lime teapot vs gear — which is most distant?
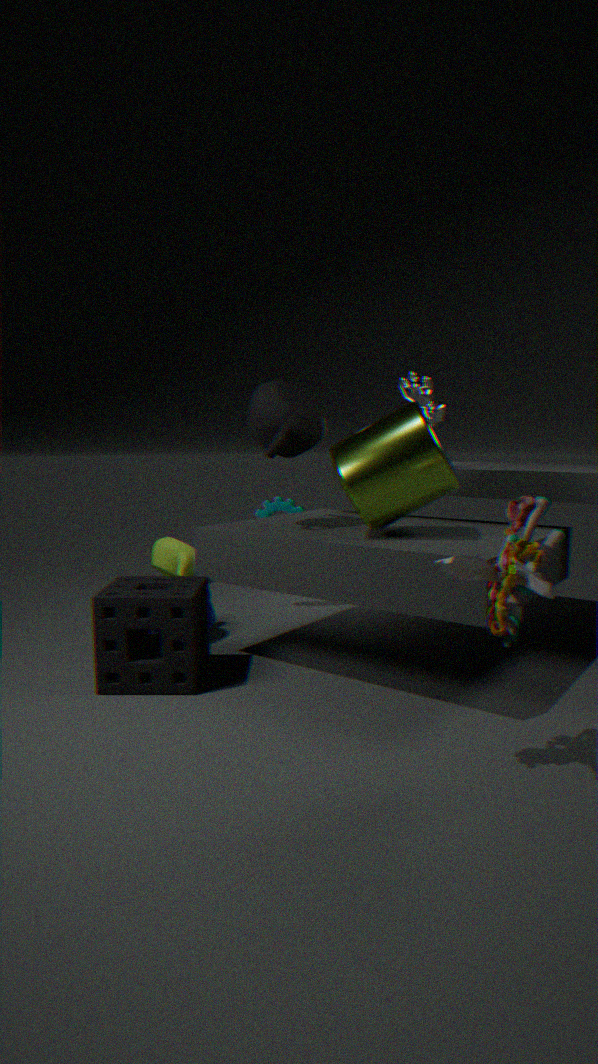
lime teapot
